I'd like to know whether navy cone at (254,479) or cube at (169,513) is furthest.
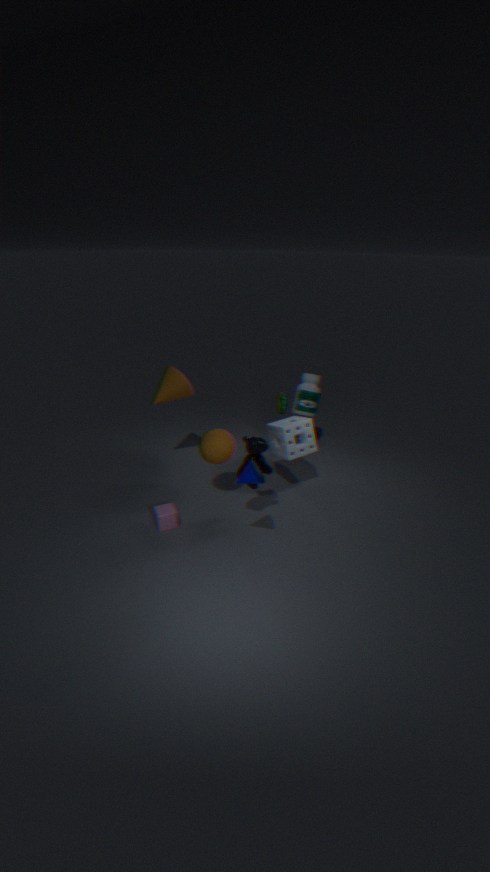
cube at (169,513)
